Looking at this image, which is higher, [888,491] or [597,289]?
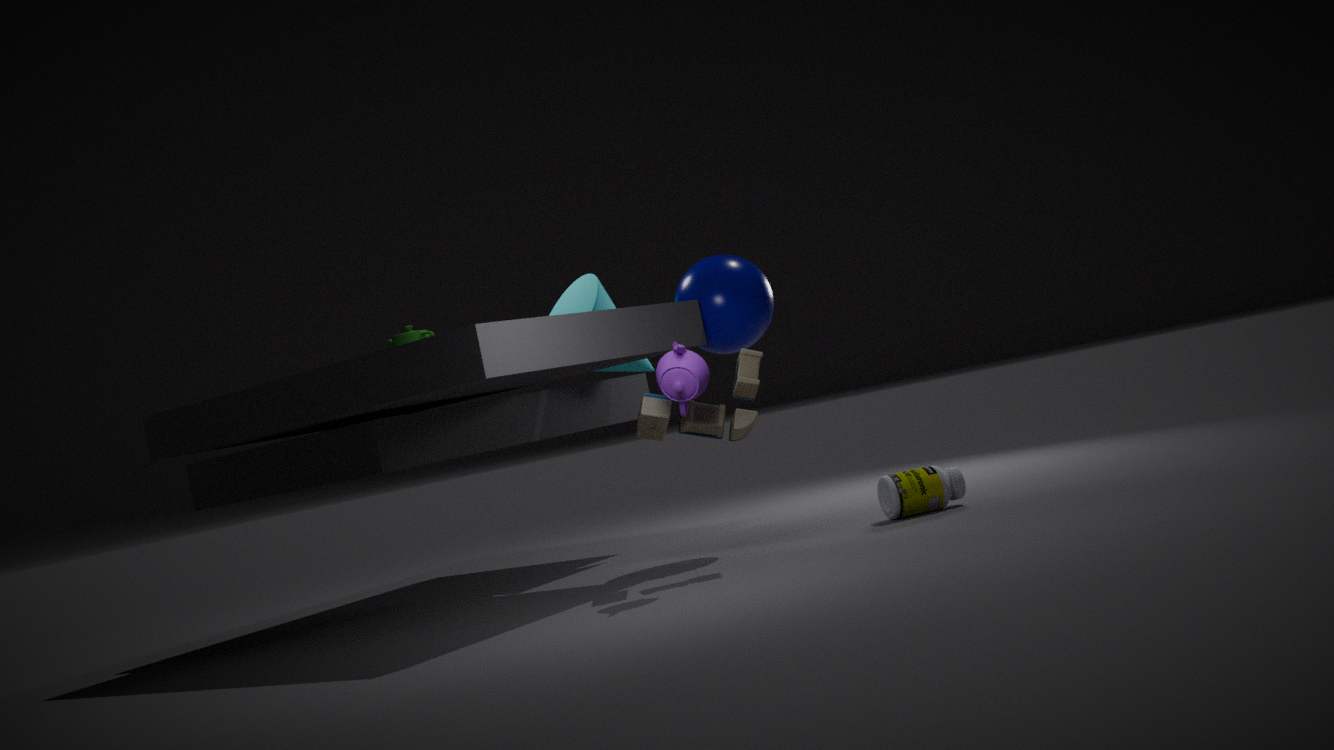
[597,289]
